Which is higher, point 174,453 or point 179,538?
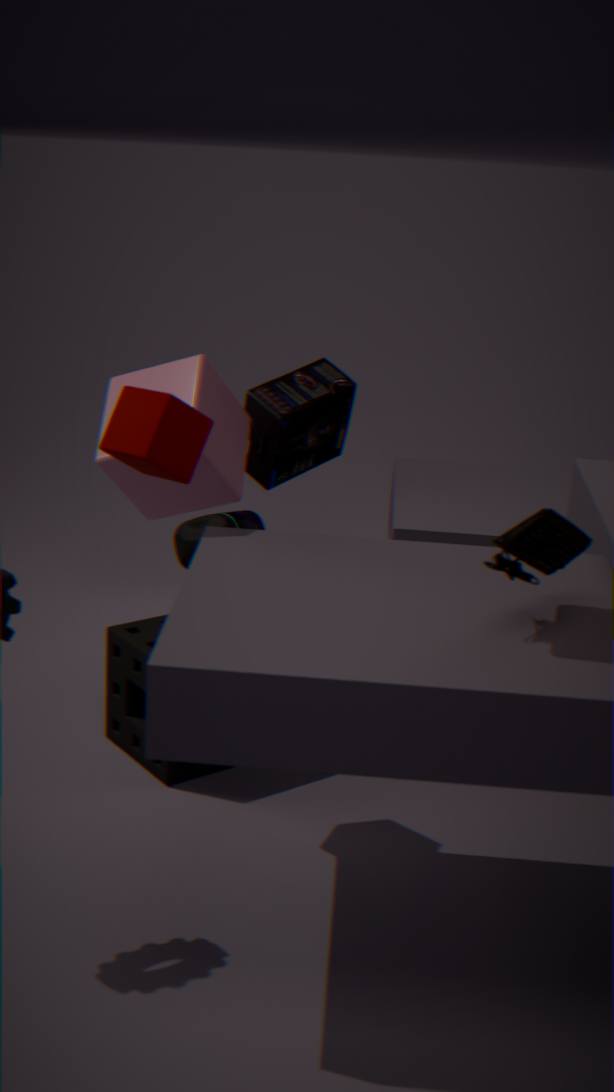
point 174,453
